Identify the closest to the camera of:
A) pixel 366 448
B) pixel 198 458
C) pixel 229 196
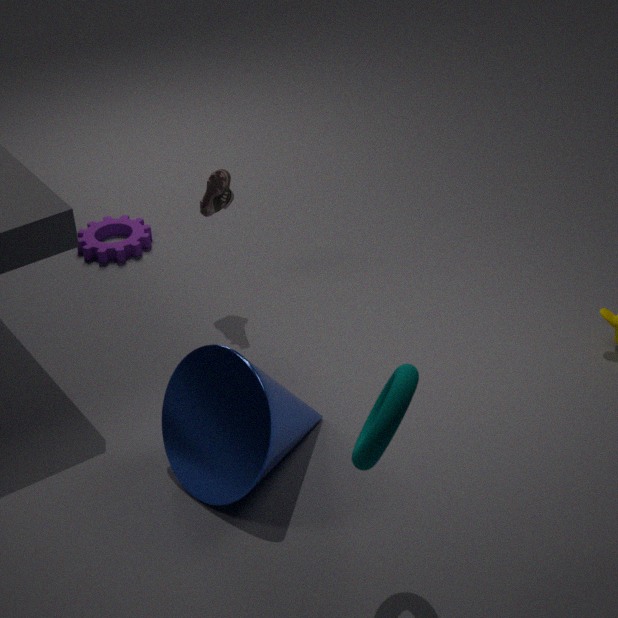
pixel 366 448
